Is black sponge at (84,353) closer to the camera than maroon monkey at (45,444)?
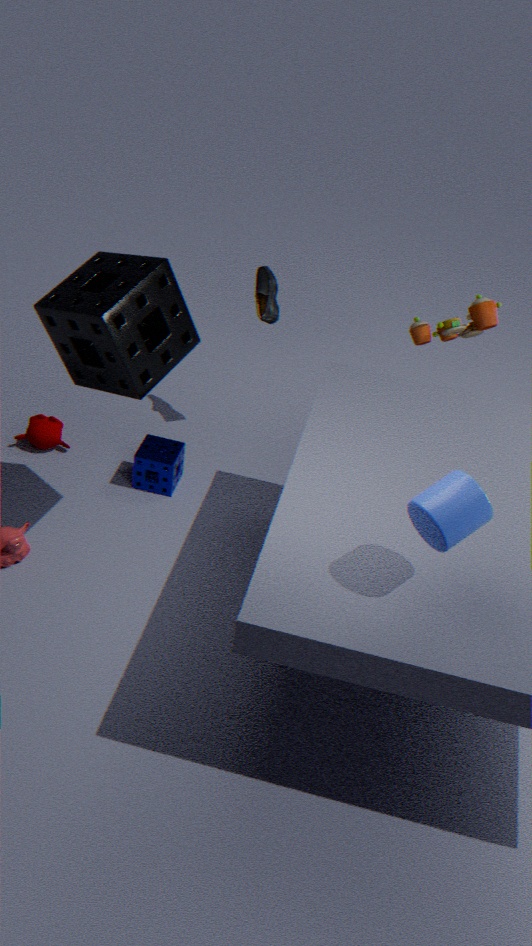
Yes
